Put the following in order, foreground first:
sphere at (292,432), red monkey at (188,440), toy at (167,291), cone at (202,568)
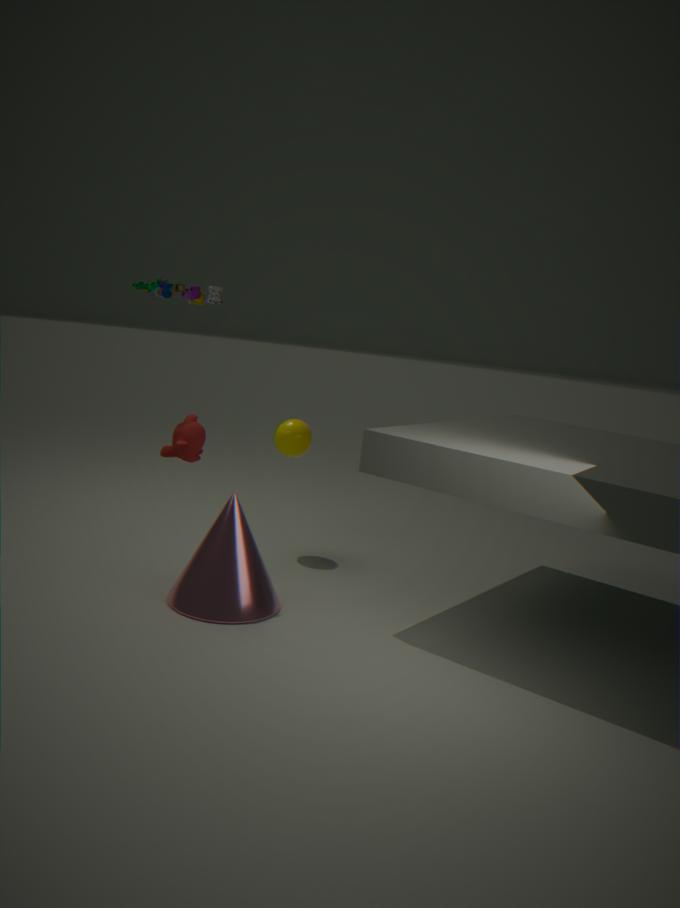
cone at (202,568) → red monkey at (188,440) → toy at (167,291) → sphere at (292,432)
